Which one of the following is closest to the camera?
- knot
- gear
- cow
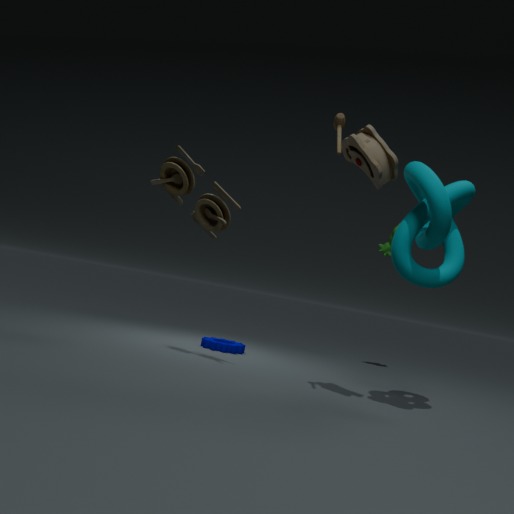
knot
